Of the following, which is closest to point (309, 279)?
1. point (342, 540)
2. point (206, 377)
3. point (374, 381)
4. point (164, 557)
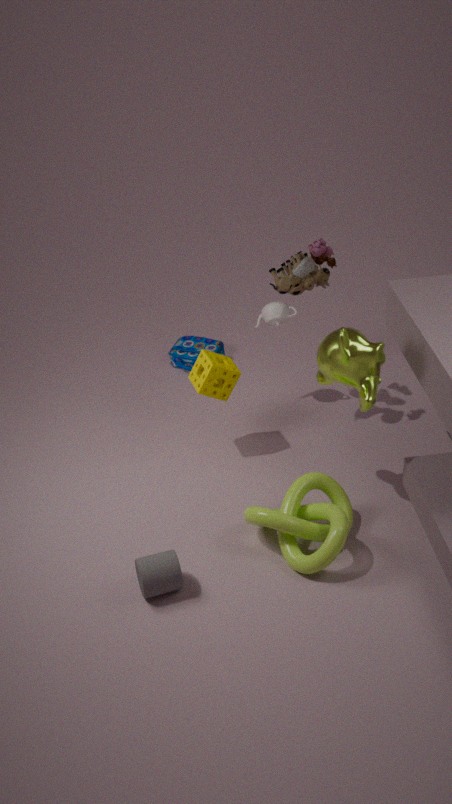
point (206, 377)
